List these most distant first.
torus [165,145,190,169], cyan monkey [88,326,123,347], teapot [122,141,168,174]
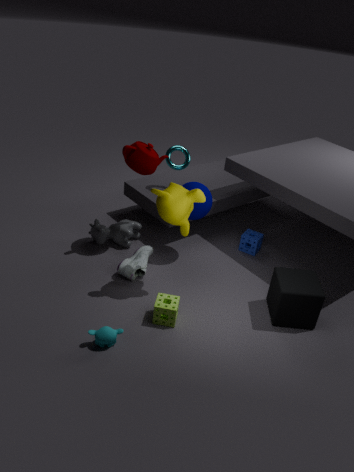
torus [165,145,190,169], teapot [122,141,168,174], cyan monkey [88,326,123,347]
